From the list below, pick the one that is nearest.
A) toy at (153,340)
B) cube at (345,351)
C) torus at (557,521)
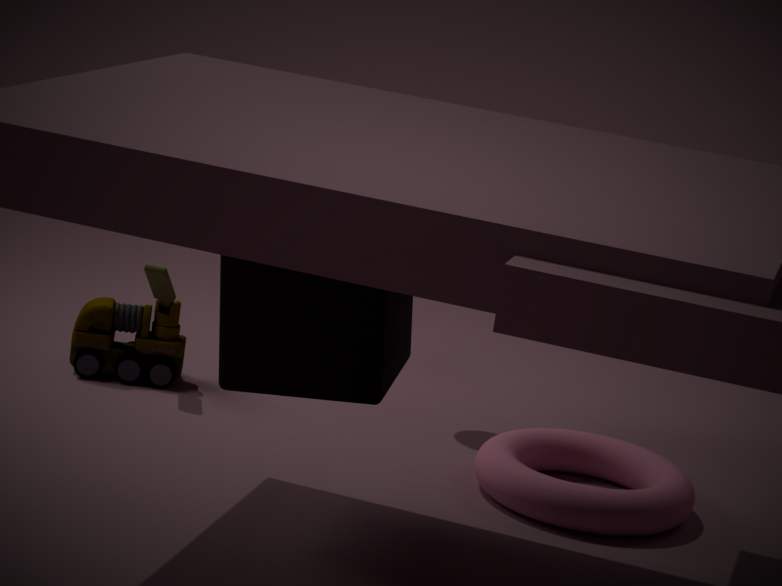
cube at (345,351)
